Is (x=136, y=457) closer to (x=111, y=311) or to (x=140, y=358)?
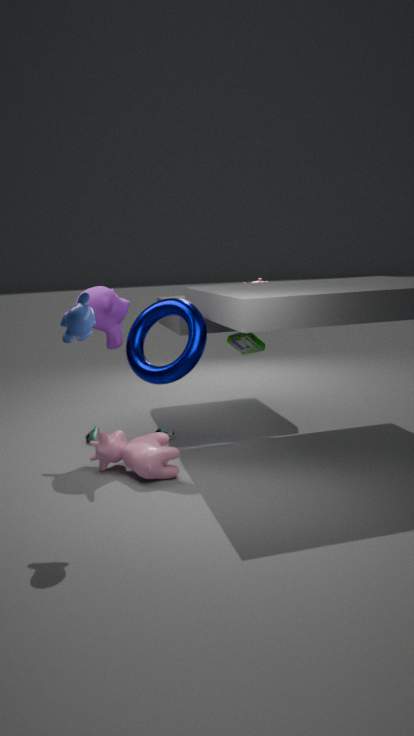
(x=140, y=358)
